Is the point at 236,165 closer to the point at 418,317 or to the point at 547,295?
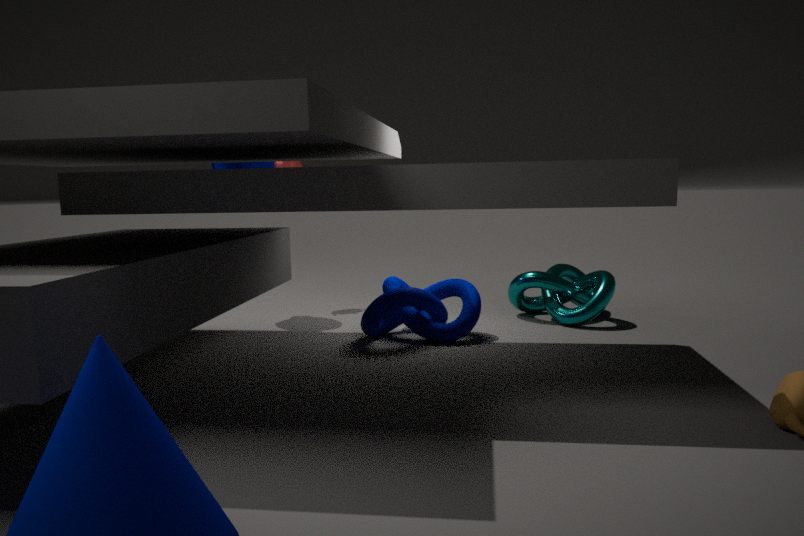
the point at 418,317
